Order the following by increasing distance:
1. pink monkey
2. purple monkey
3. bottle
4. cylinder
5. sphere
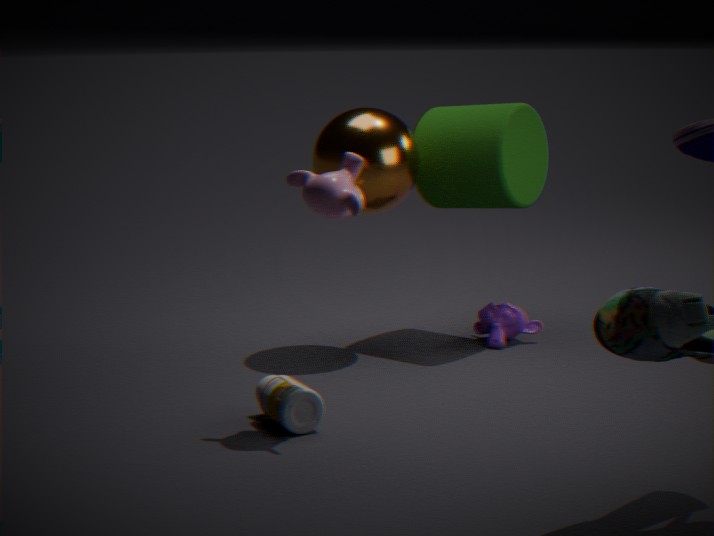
pink monkey
bottle
sphere
cylinder
purple monkey
